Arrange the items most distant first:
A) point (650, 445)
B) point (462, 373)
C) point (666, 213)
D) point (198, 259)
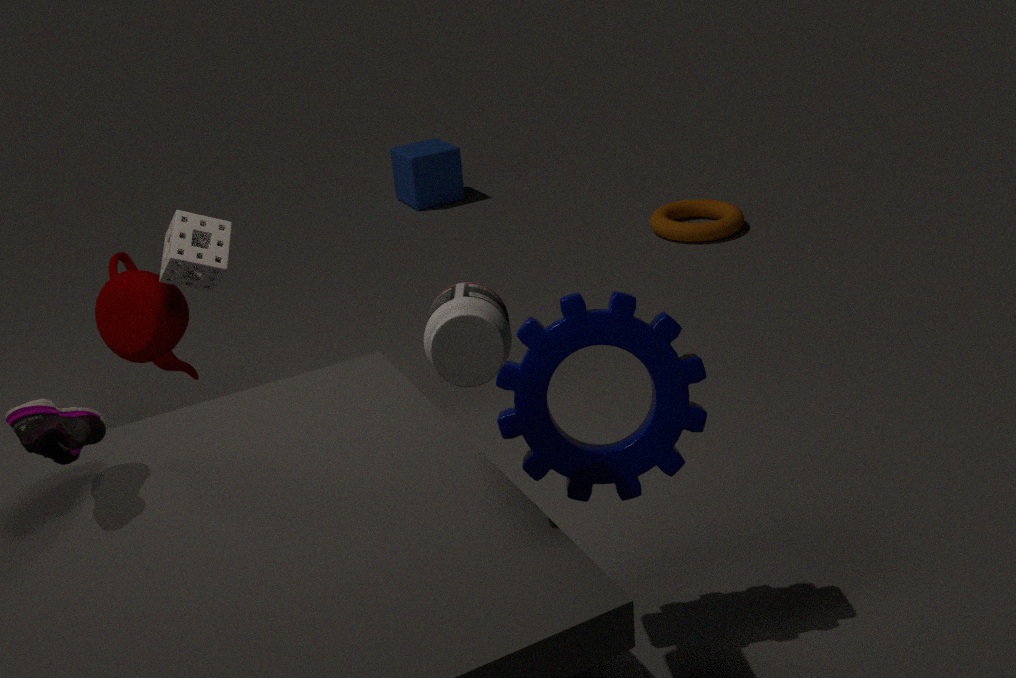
point (666, 213) < point (198, 259) < point (650, 445) < point (462, 373)
